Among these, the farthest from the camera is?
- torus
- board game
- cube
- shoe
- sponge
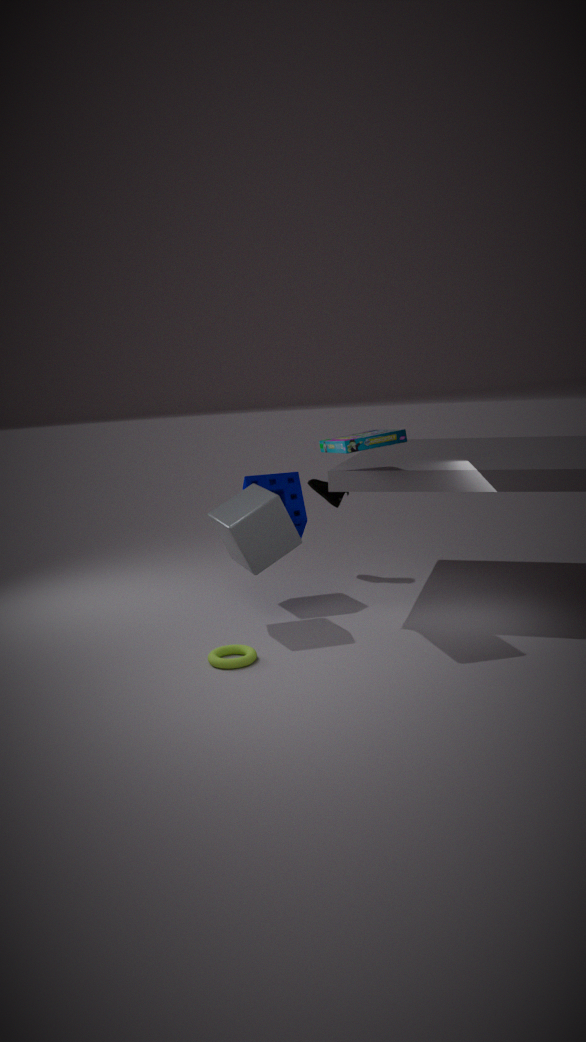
shoe
